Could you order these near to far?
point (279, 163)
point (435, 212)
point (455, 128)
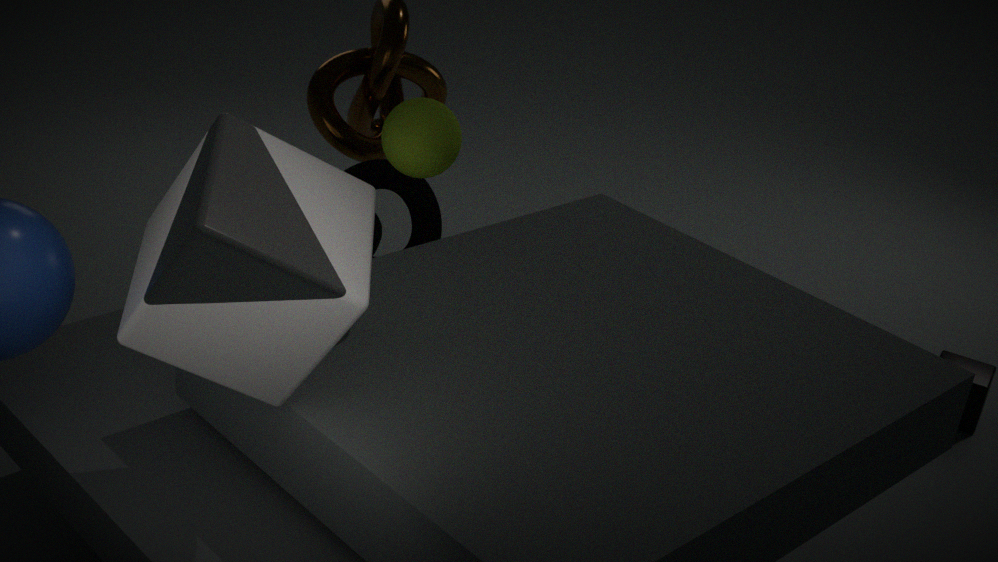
point (279, 163)
point (455, 128)
point (435, 212)
